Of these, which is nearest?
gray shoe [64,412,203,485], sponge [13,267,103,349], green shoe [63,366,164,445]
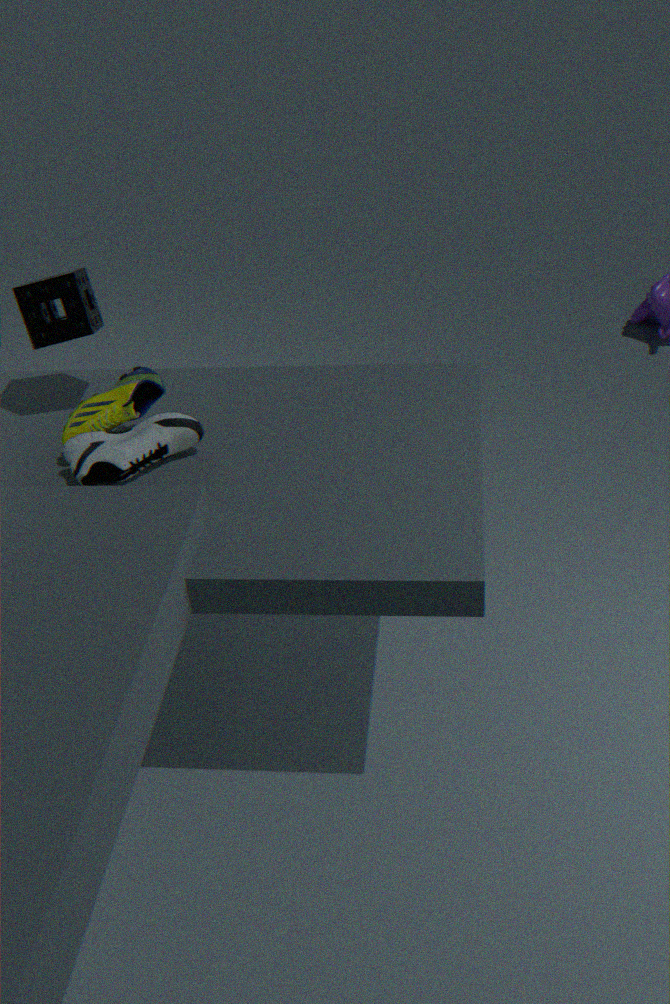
gray shoe [64,412,203,485]
